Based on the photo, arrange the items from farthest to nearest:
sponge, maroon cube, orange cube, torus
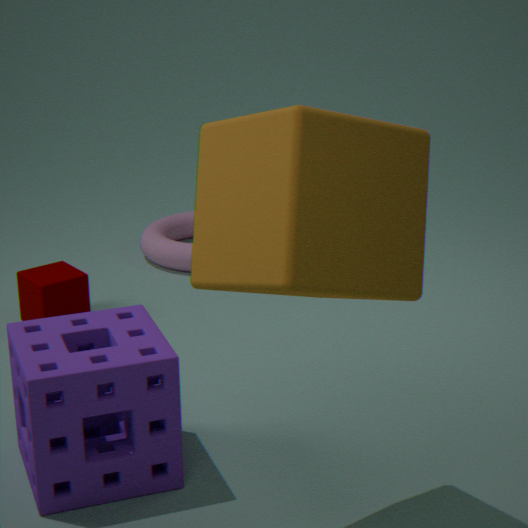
1. torus
2. maroon cube
3. sponge
4. orange cube
